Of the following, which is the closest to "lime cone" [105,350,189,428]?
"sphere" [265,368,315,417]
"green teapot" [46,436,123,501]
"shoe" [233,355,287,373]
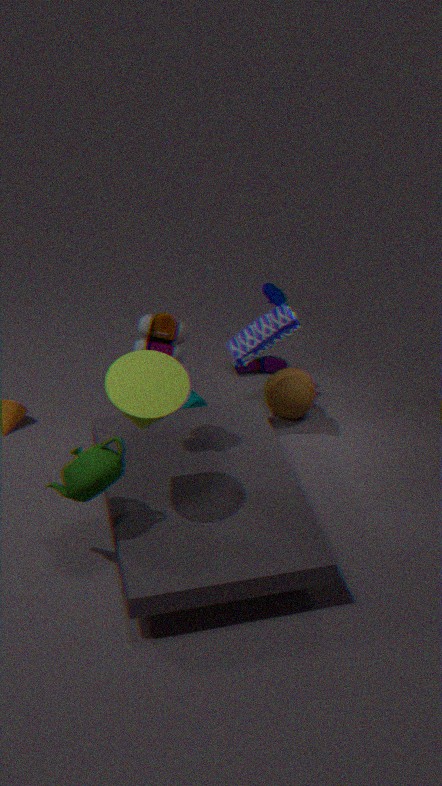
"green teapot" [46,436,123,501]
